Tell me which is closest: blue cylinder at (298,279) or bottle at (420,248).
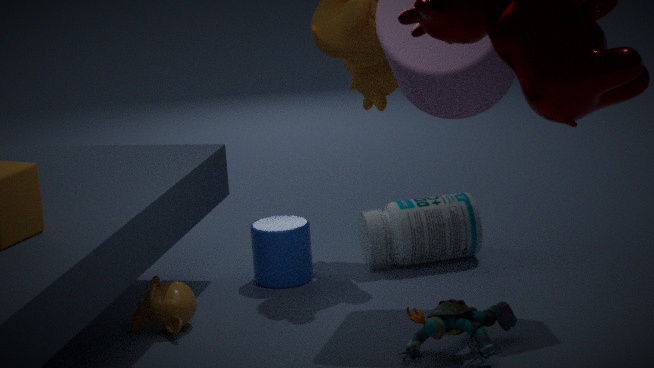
blue cylinder at (298,279)
